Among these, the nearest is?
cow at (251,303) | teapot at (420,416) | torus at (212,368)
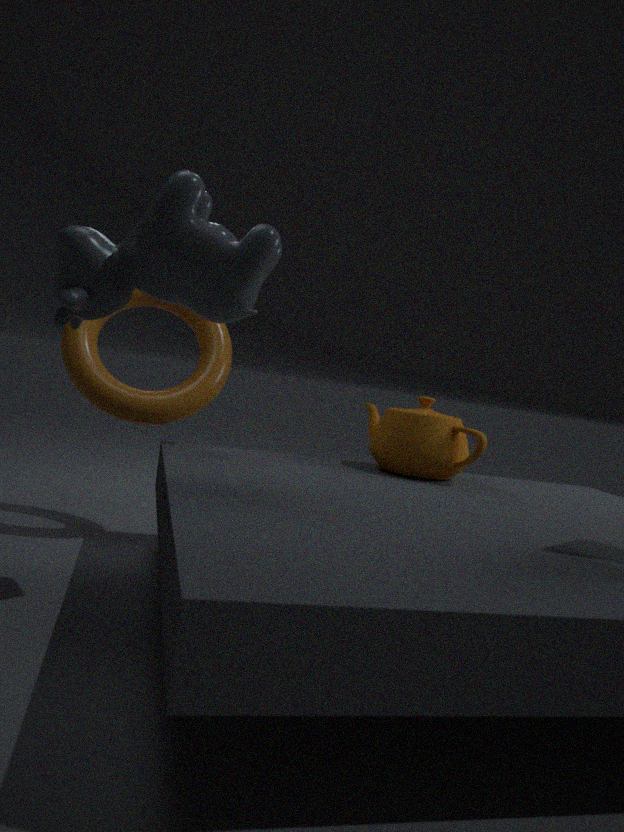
cow at (251,303)
